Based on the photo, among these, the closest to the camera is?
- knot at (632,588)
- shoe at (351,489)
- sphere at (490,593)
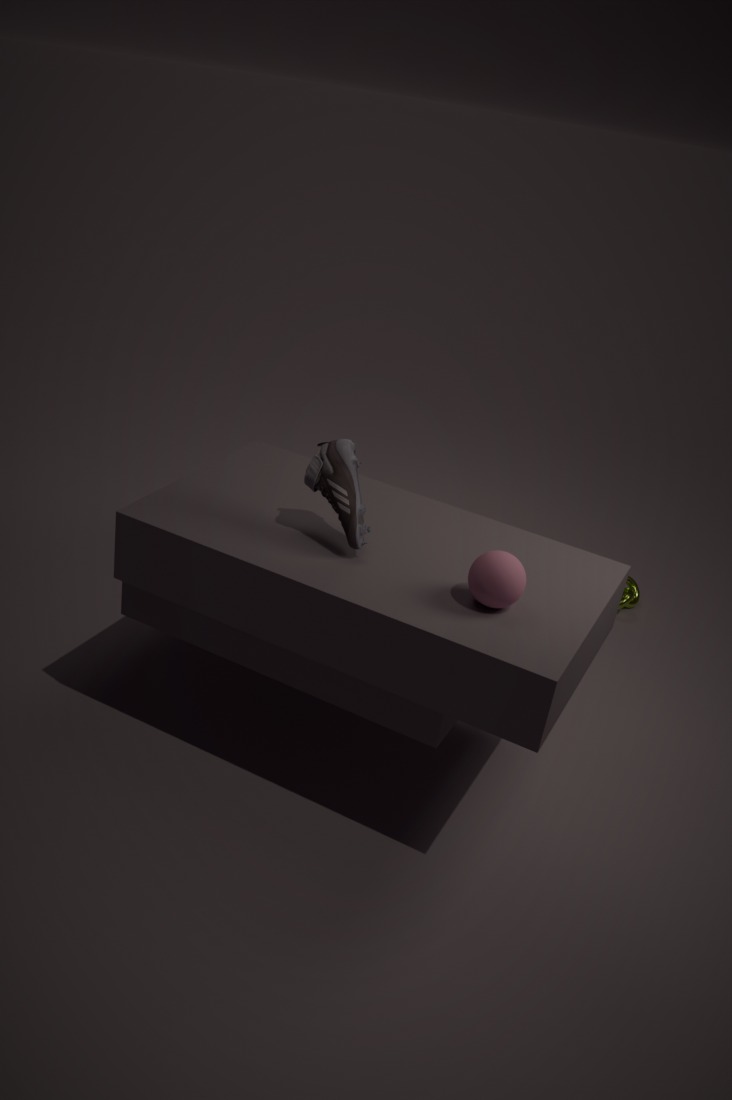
sphere at (490,593)
